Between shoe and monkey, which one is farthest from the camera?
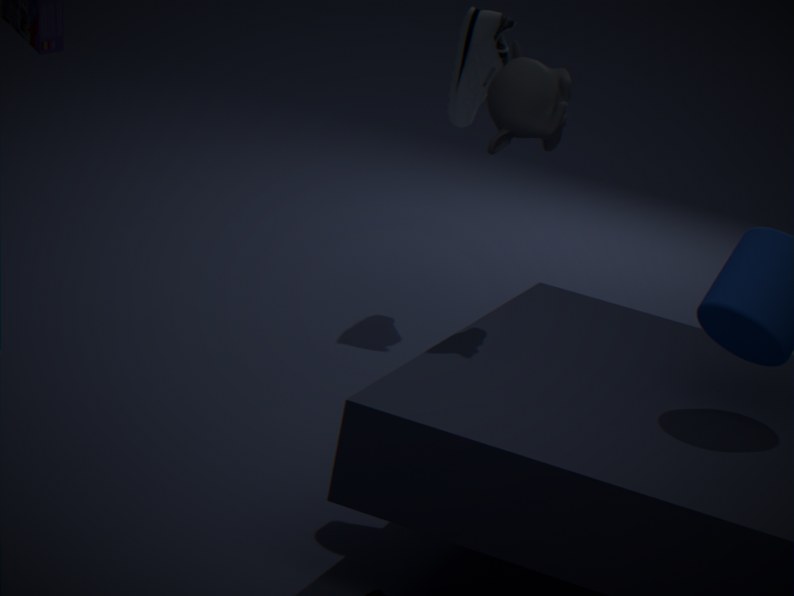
shoe
